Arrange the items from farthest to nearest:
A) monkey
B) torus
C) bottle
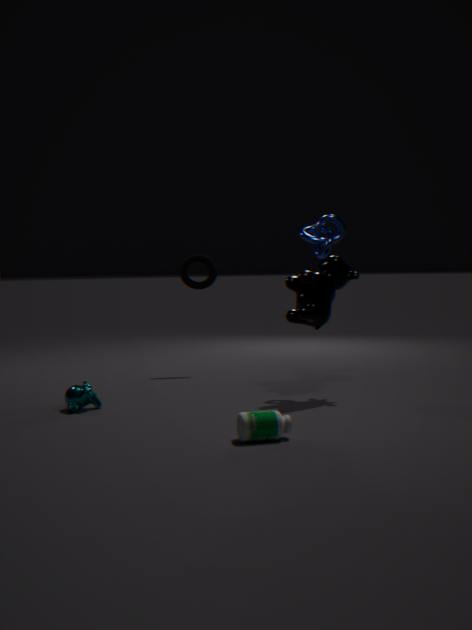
torus → monkey → bottle
